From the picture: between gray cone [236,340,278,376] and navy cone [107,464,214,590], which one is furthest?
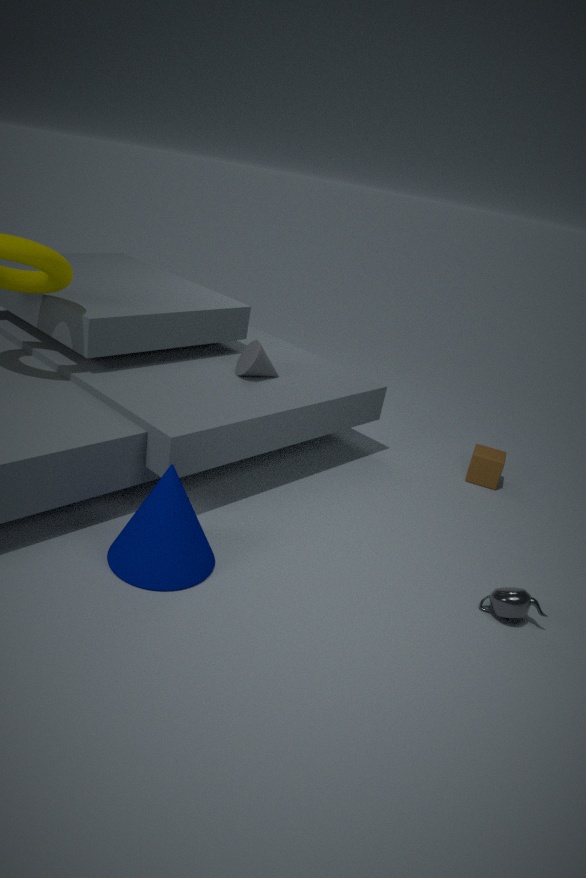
gray cone [236,340,278,376]
